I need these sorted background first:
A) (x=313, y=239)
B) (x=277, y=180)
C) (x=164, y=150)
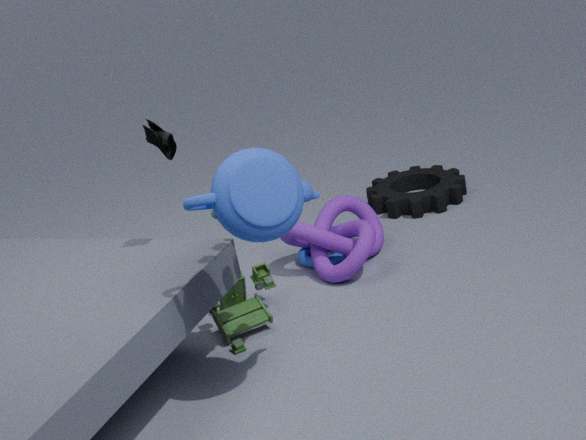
(x=313, y=239) → (x=164, y=150) → (x=277, y=180)
